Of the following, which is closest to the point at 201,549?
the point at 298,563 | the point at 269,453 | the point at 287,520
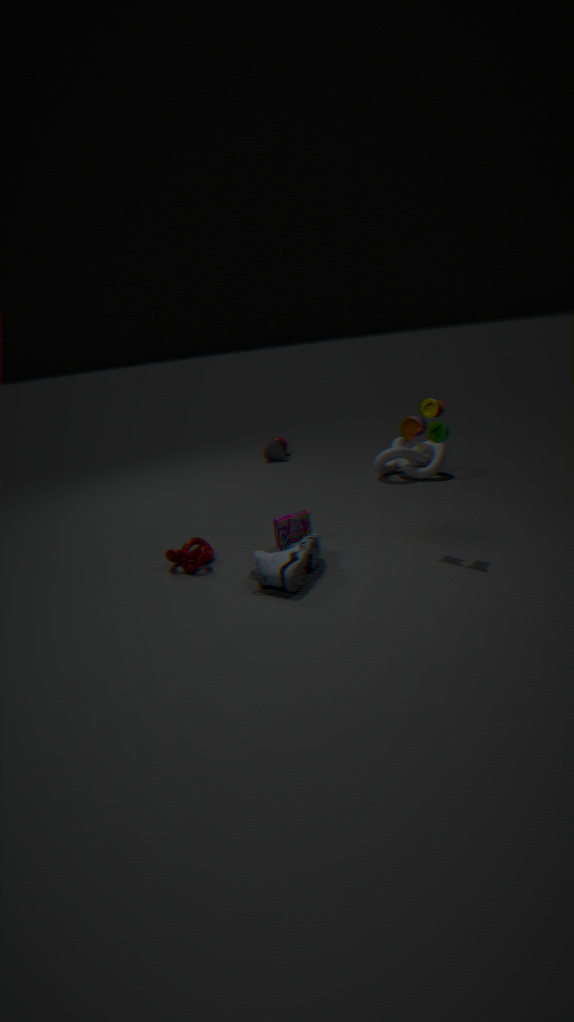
the point at 287,520
